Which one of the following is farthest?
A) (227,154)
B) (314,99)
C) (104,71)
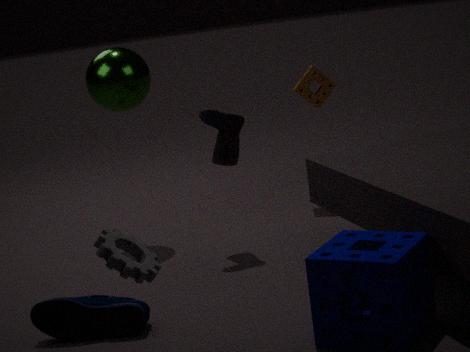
(314,99)
